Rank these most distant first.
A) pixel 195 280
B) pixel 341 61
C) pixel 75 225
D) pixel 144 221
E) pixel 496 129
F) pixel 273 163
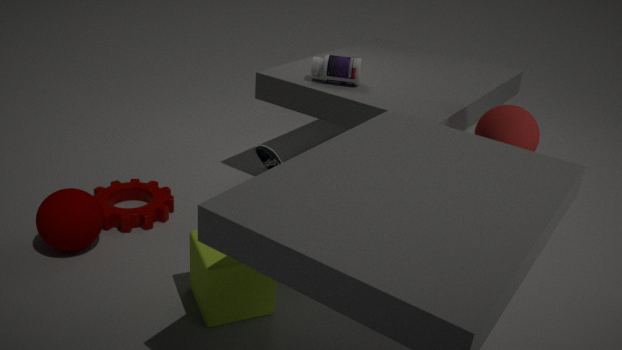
pixel 341 61 < pixel 273 163 < pixel 144 221 < pixel 496 129 < pixel 75 225 < pixel 195 280
